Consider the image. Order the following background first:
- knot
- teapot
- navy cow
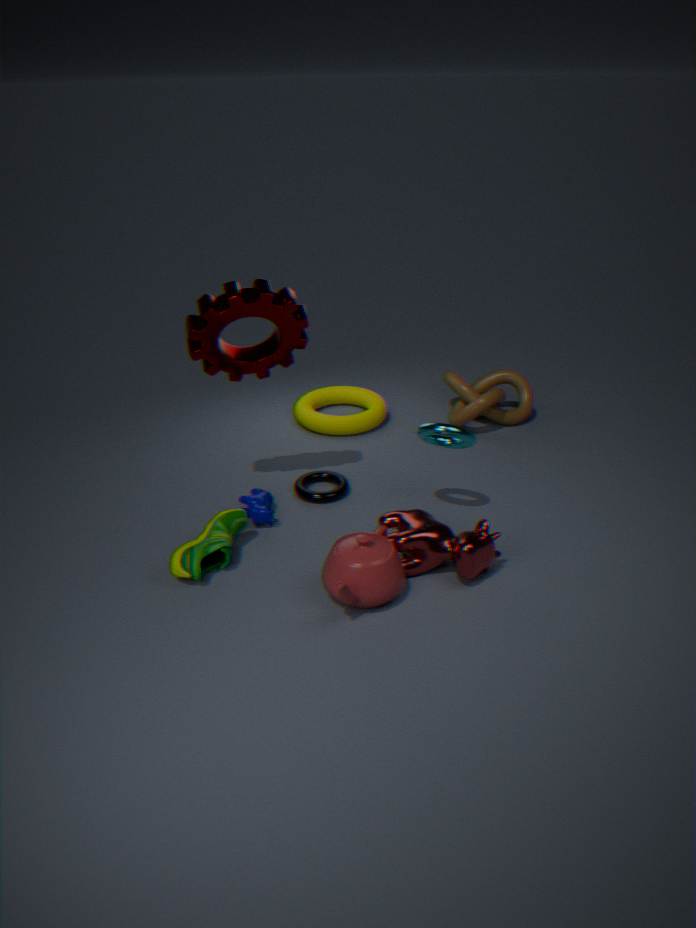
knot
navy cow
teapot
